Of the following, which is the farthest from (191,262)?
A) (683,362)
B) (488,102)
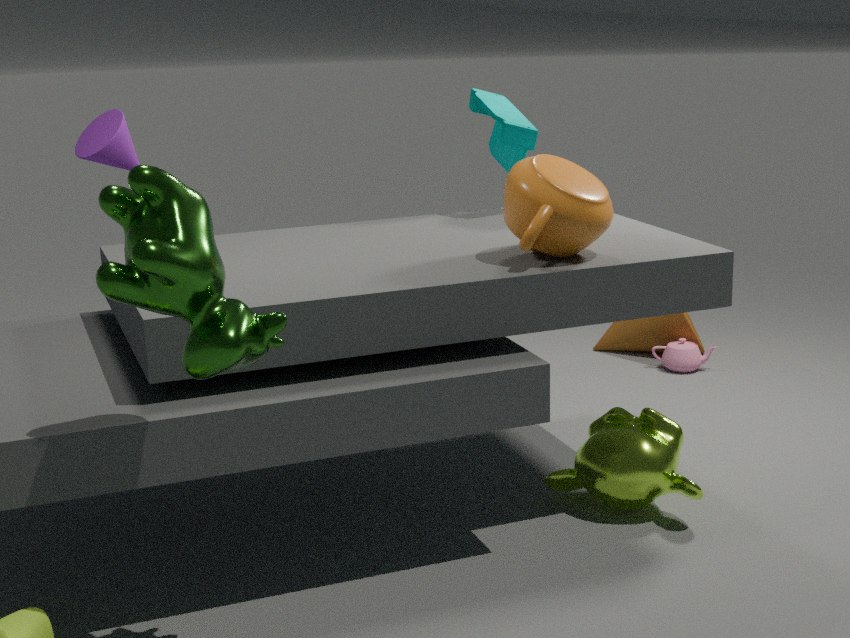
(683,362)
